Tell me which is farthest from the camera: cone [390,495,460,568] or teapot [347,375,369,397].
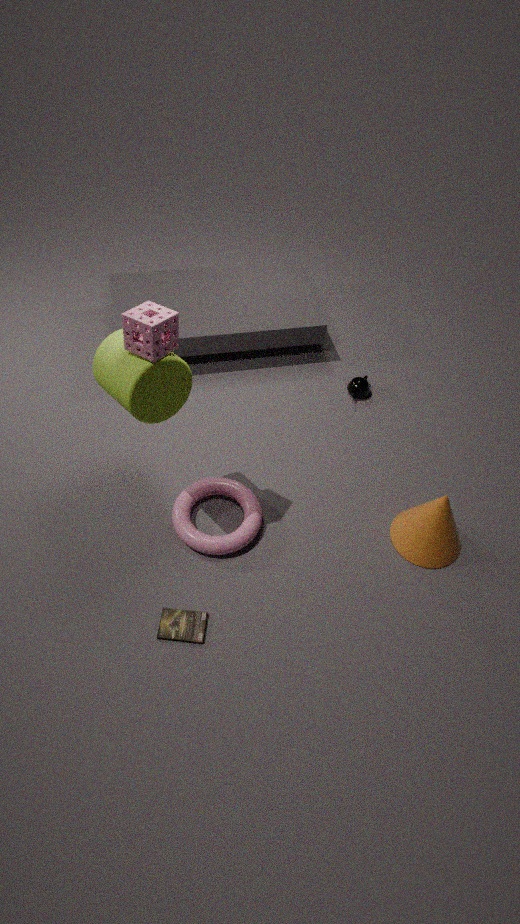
teapot [347,375,369,397]
